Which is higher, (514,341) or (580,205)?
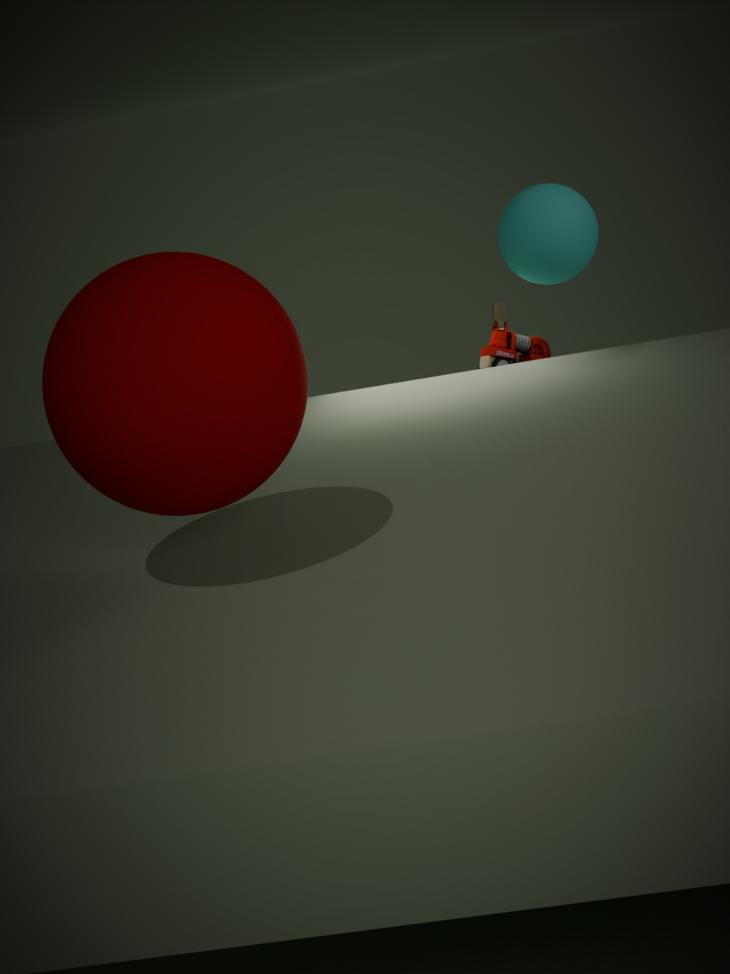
(580,205)
